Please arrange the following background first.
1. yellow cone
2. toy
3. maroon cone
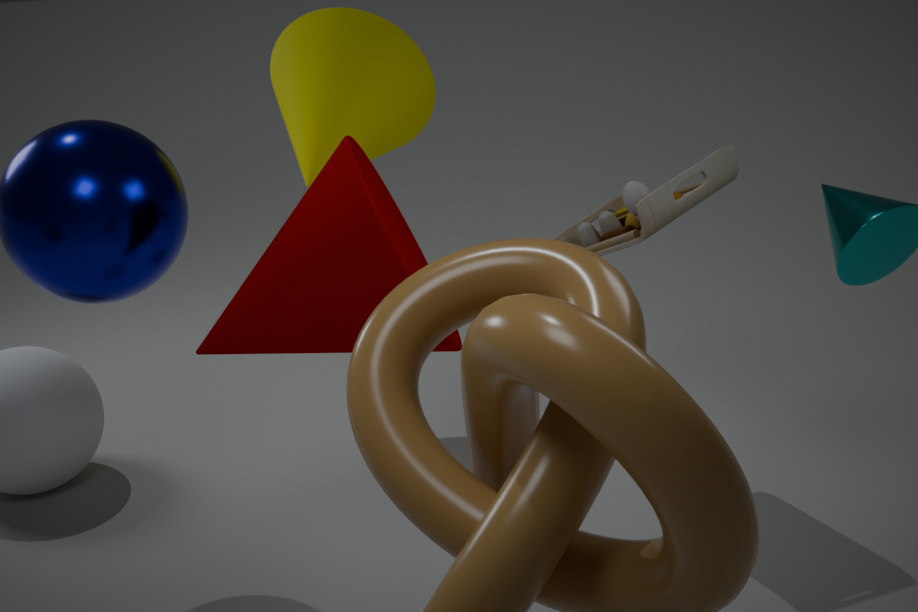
yellow cone, toy, maroon cone
